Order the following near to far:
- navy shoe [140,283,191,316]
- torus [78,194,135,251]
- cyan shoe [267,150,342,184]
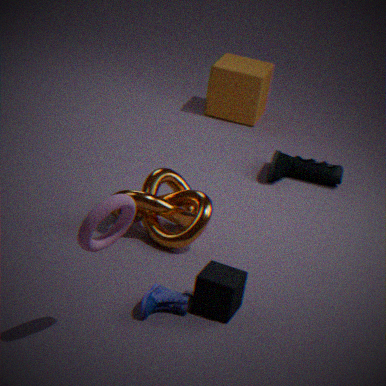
torus [78,194,135,251]
navy shoe [140,283,191,316]
cyan shoe [267,150,342,184]
